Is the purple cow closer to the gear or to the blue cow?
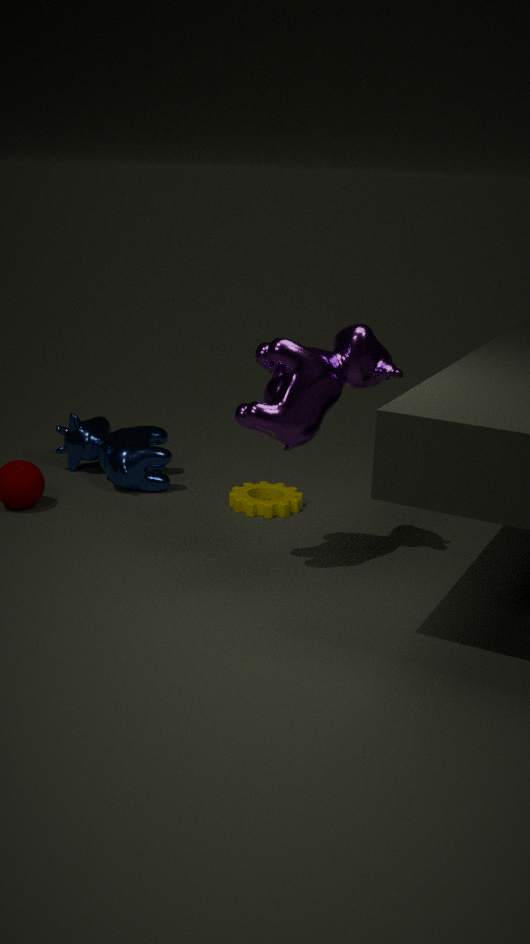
the gear
